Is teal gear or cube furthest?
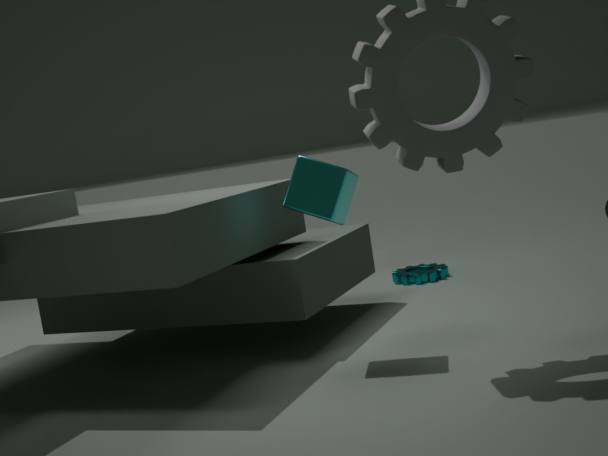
teal gear
